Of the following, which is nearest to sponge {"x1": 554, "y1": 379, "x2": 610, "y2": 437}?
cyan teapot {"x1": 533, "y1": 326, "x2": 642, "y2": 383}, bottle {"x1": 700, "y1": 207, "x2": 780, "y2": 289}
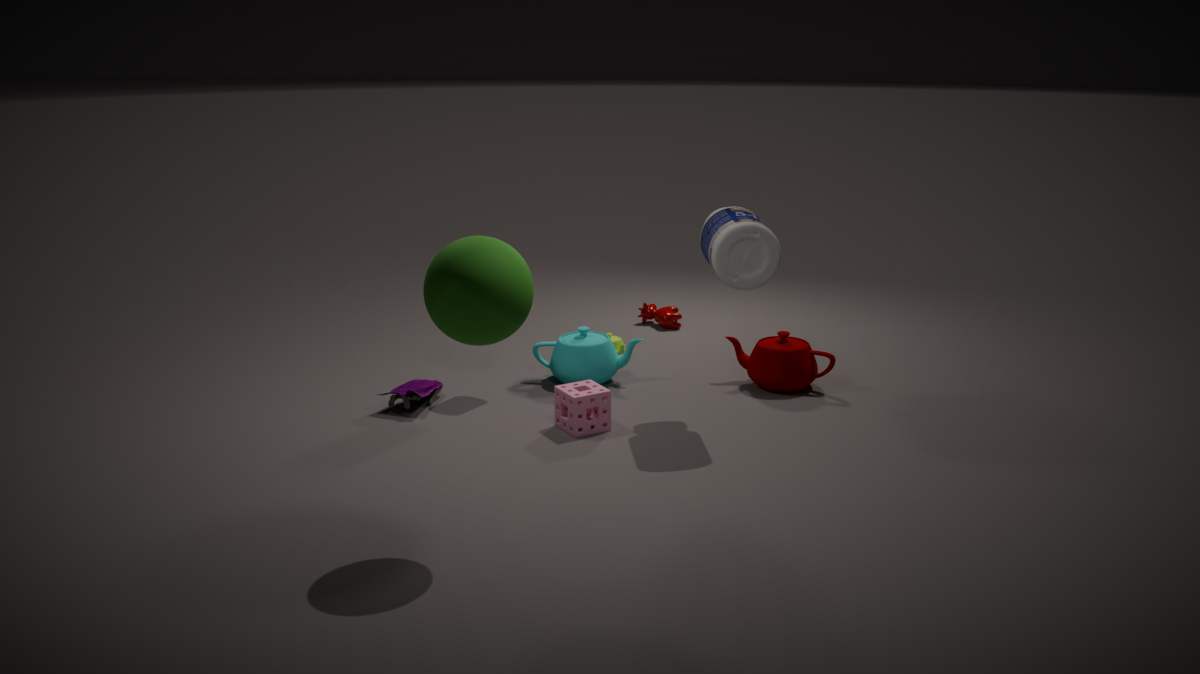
cyan teapot {"x1": 533, "y1": 326, "x2": 642, "y2": 383}
